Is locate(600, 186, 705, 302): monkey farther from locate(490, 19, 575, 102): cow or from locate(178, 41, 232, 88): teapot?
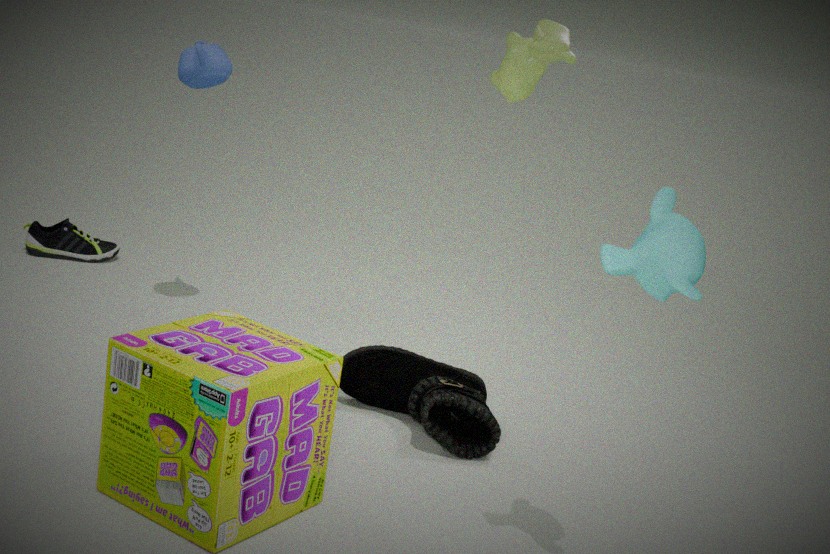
locate(178, 41, 232, 88): teapot
